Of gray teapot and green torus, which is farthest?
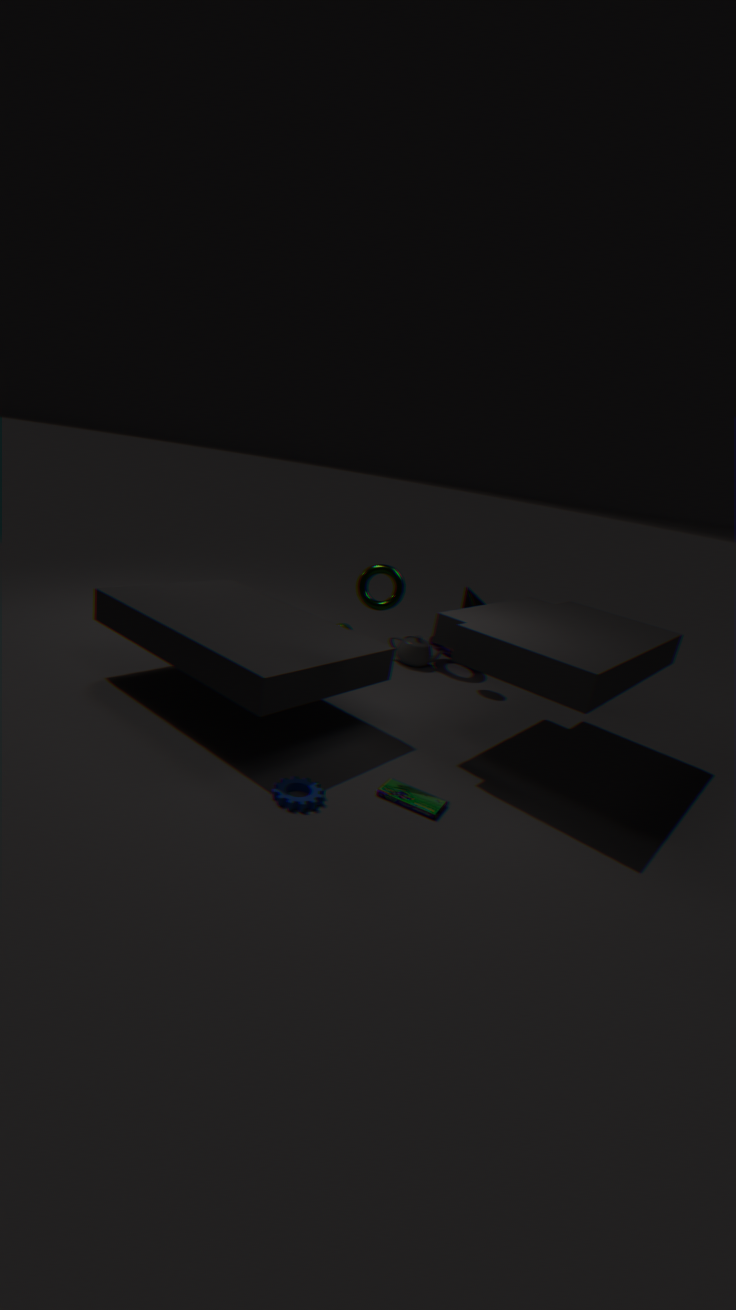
gray teapot
